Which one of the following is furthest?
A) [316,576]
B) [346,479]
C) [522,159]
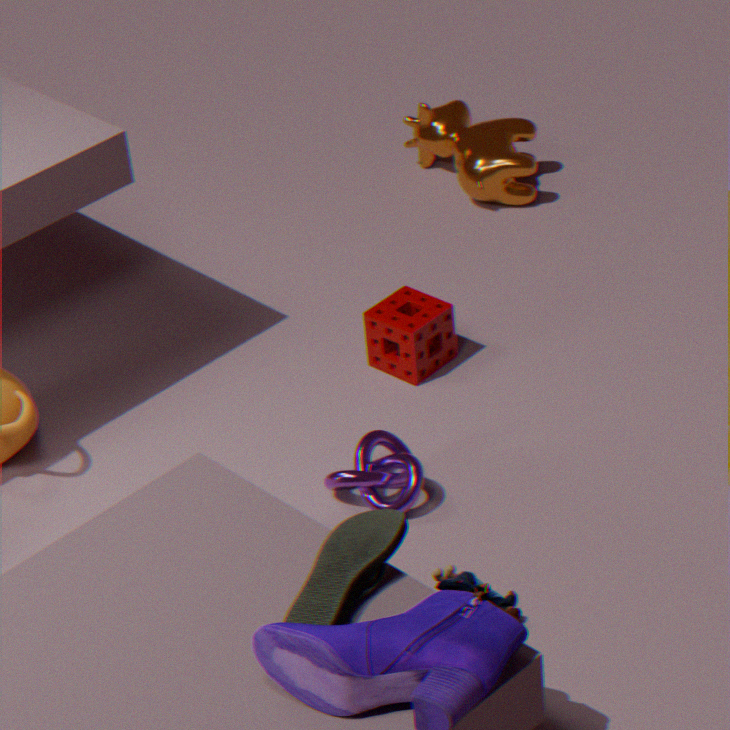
[522,159]
